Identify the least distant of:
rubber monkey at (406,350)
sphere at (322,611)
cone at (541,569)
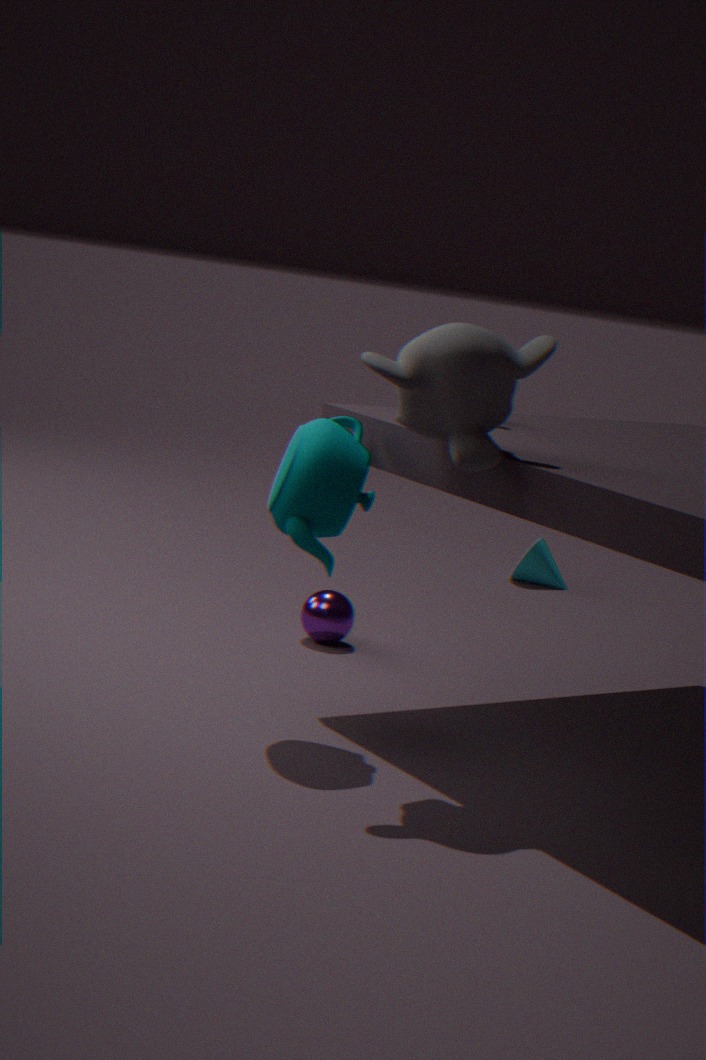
rubber monkey at (406,350)
